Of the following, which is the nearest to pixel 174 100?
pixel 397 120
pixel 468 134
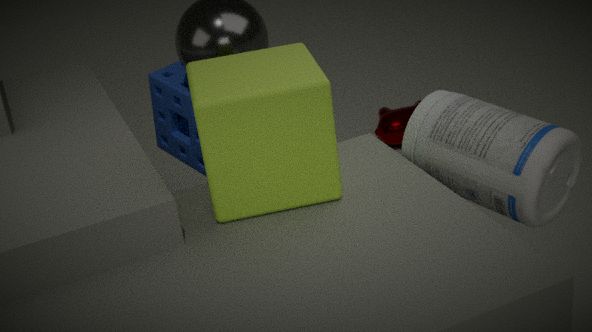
pixel 397 120
